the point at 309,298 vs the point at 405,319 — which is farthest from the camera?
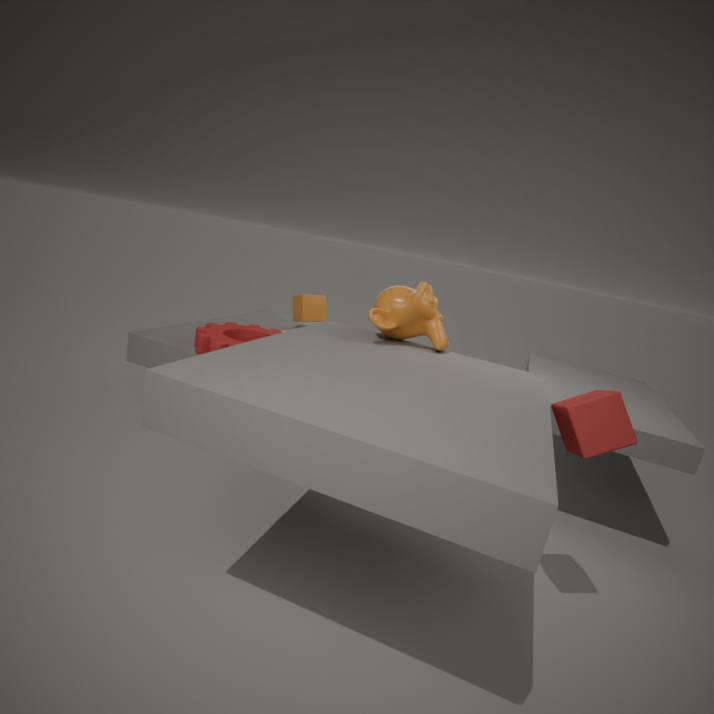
the point at 309,298
